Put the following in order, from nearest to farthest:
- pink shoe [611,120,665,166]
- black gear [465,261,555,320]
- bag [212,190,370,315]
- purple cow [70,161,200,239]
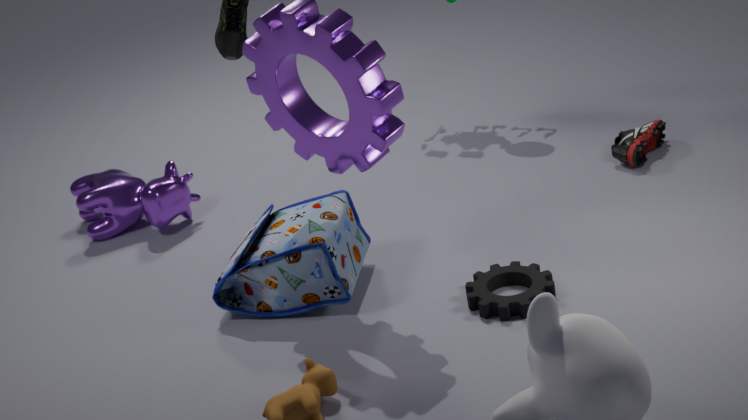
black gear [465,261,555,320] → bag [212,190,370,315] → pink shoe [611,120,665,166] → purple cow [70,161,200,239]
